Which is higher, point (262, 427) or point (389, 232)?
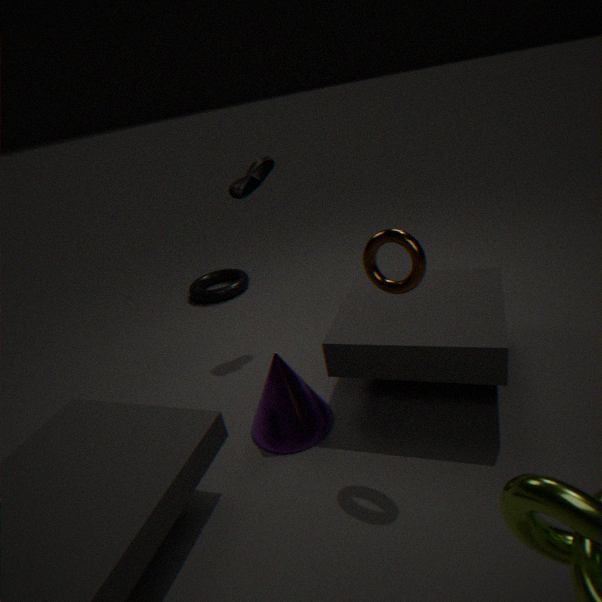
point (389, 232)
